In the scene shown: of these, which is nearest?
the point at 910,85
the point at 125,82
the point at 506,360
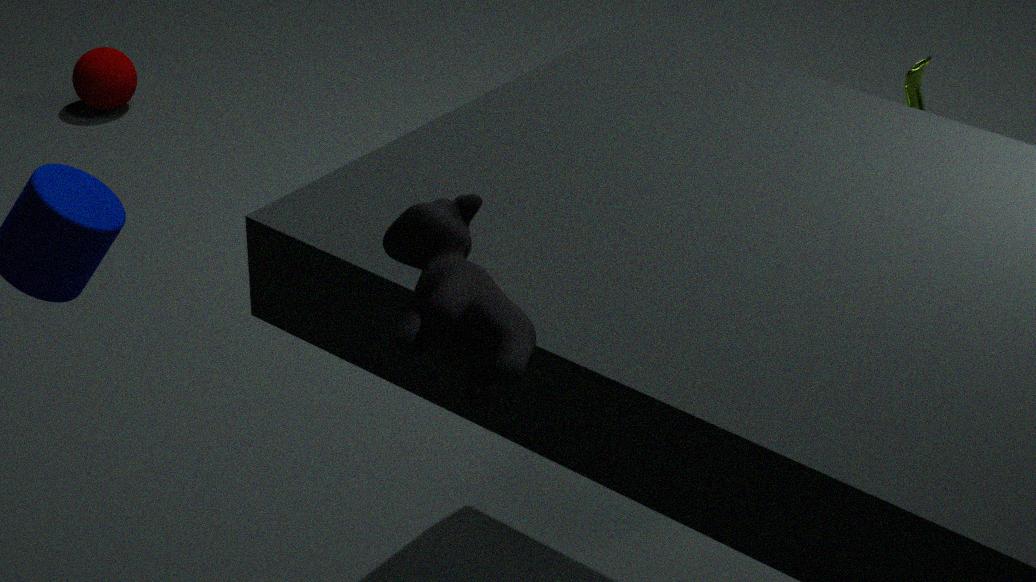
the point at 506,360
